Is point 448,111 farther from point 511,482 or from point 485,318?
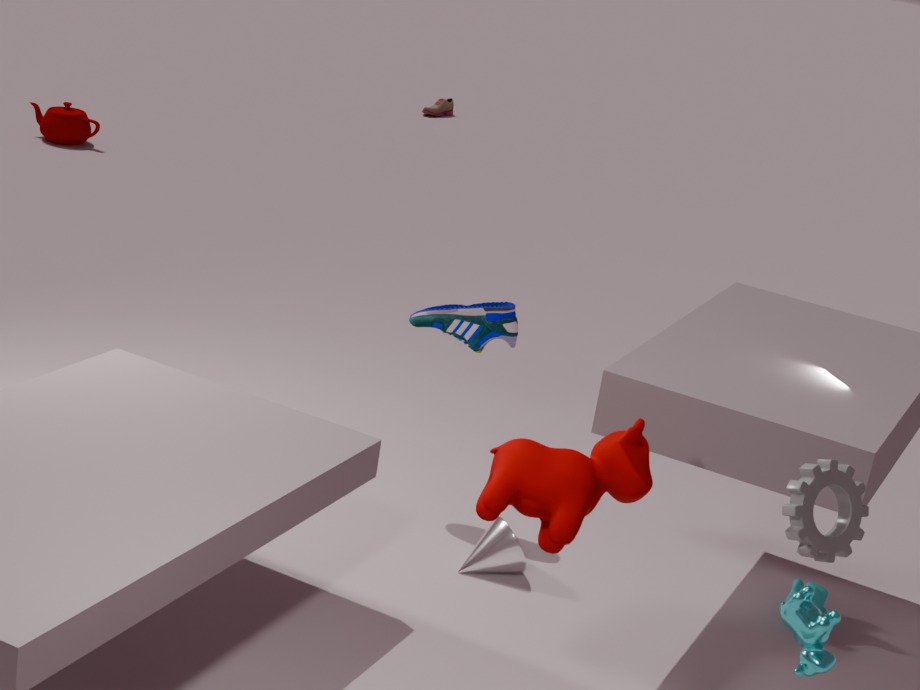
point 511,482
